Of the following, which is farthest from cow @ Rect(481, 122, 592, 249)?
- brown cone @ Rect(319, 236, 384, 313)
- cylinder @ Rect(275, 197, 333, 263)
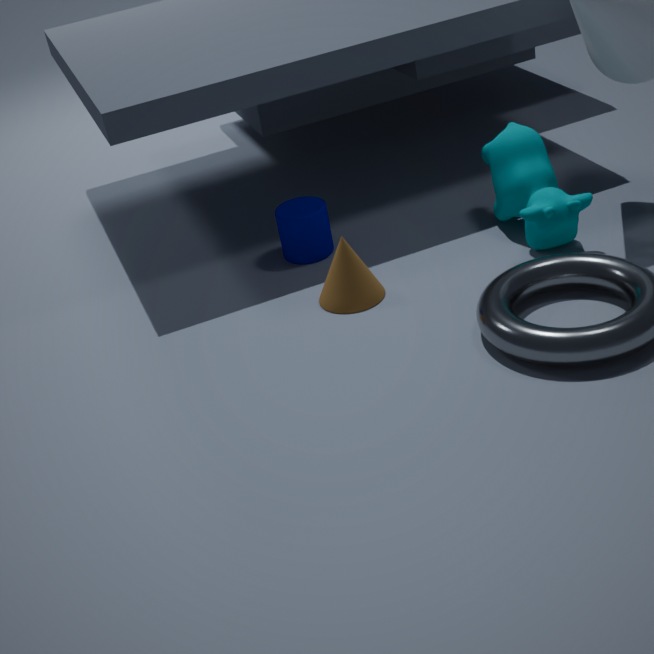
cylinder @ Rect(275, 197, 333, 263)
